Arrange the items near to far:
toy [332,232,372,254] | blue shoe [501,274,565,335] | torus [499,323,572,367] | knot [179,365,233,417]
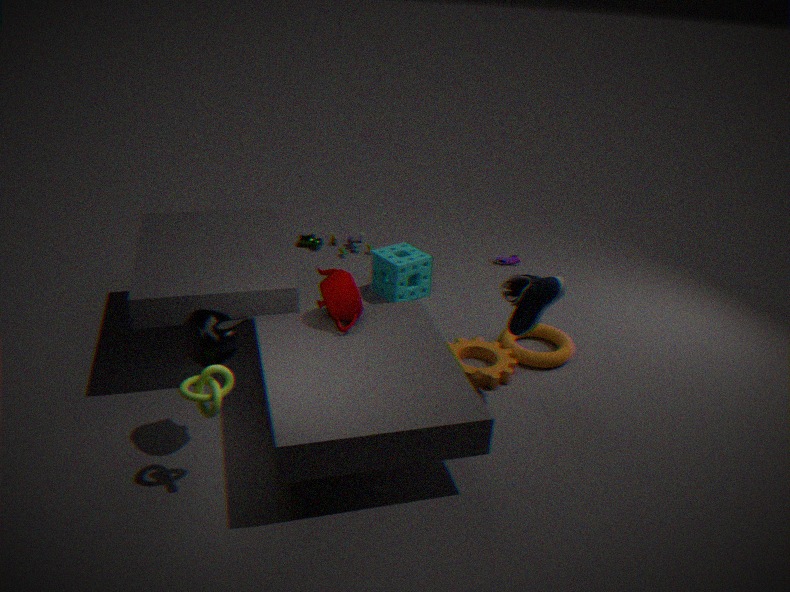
knot [179,365,233,417], blue shoe [501,274,565,335], torus [499,323,572,367], toy [332,232,372,254]
